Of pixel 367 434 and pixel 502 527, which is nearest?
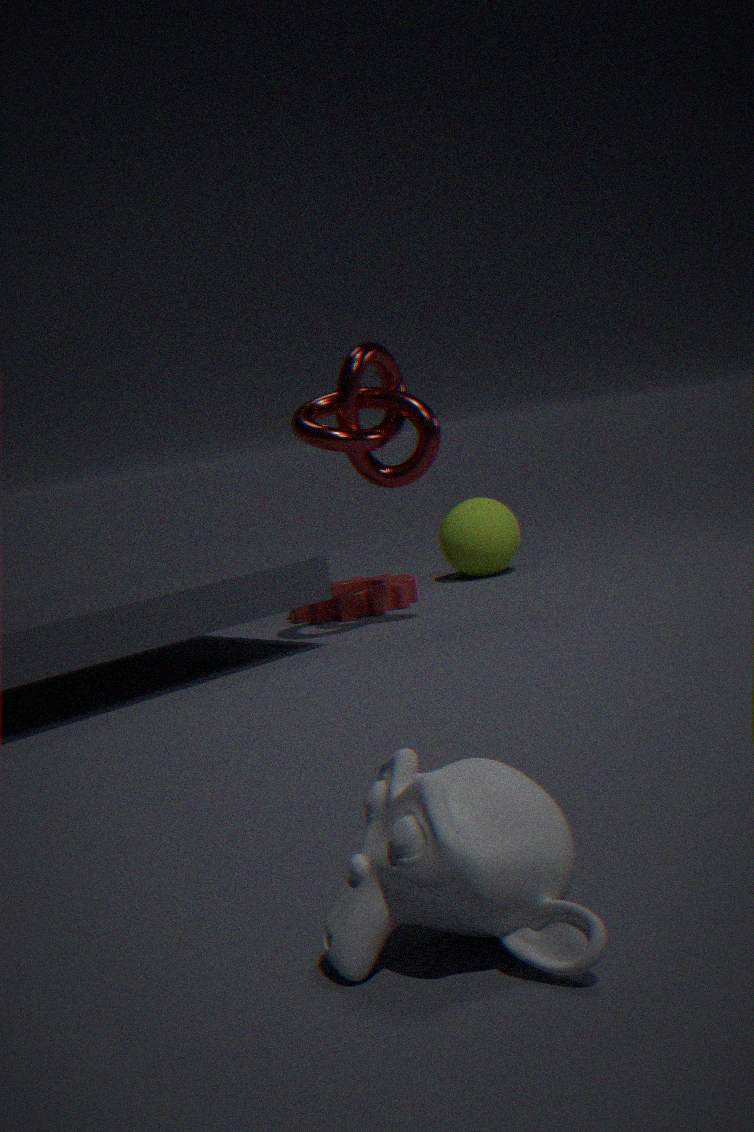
pixel 367 434
